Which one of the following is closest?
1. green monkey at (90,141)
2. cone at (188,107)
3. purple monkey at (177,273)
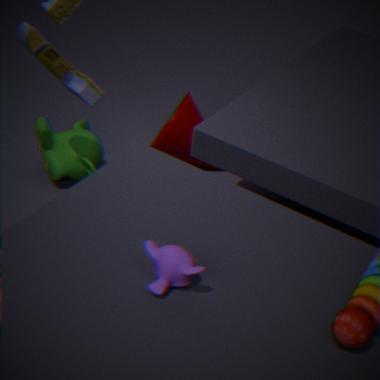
purple monkey at (177,273)
